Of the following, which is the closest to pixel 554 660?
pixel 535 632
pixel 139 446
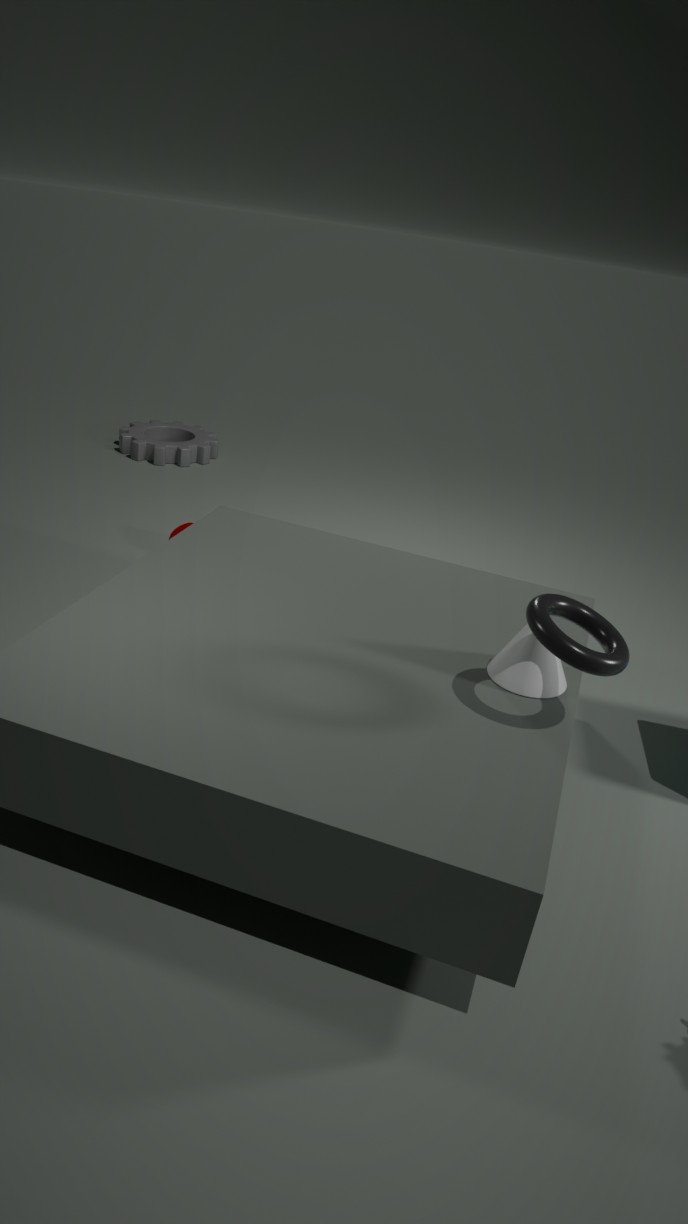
pixel 535 632
